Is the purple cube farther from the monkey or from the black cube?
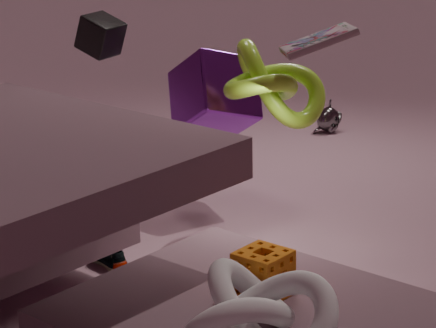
the monkey
